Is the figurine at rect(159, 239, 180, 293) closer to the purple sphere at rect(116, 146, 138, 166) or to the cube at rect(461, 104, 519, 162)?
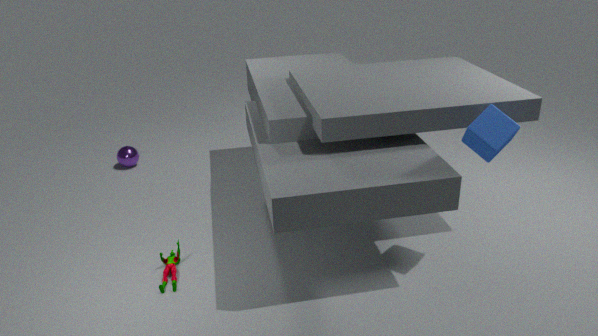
the purple sphere at rect(116, 146, 138, 166)
